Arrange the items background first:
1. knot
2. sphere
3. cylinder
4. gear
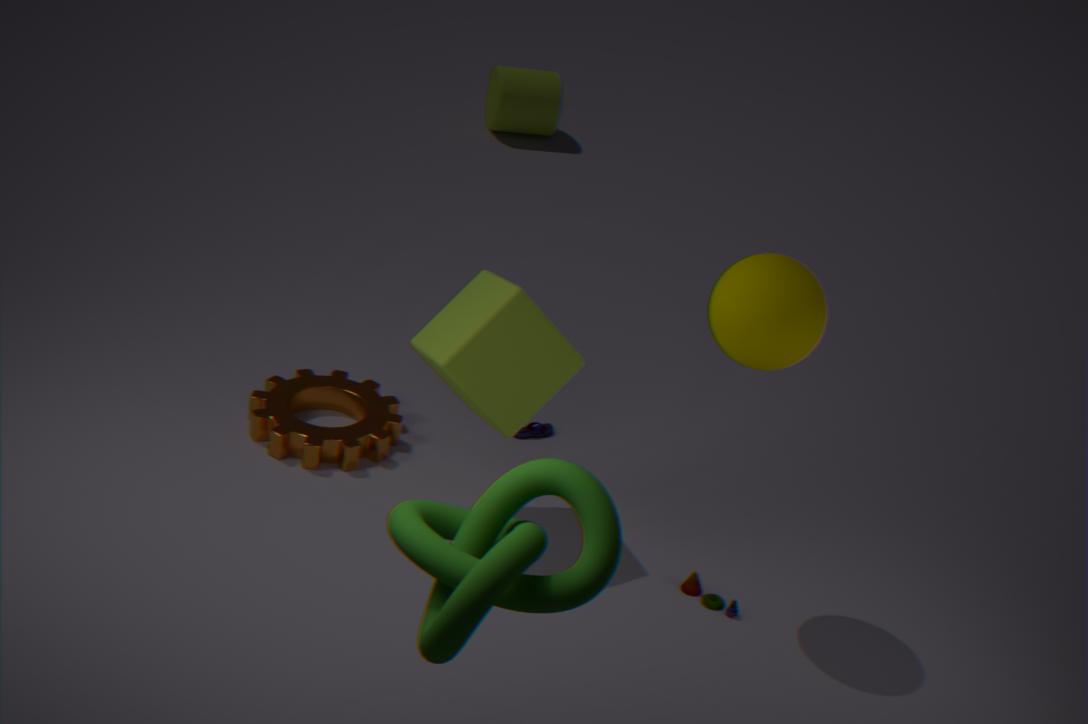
cylinder < gear < sphere < knot
